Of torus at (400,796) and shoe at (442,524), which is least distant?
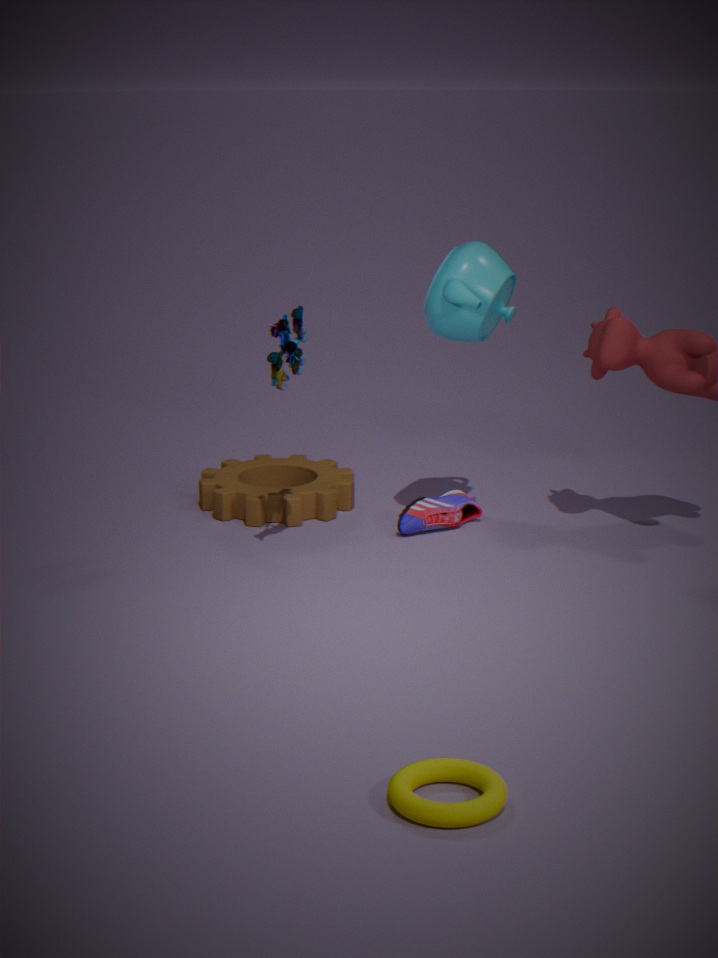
torus at (400,796)
